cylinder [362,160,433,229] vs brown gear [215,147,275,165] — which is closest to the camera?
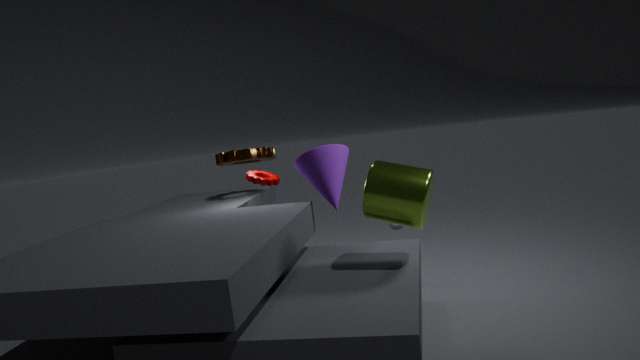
cylinder [362,160,433,229]
